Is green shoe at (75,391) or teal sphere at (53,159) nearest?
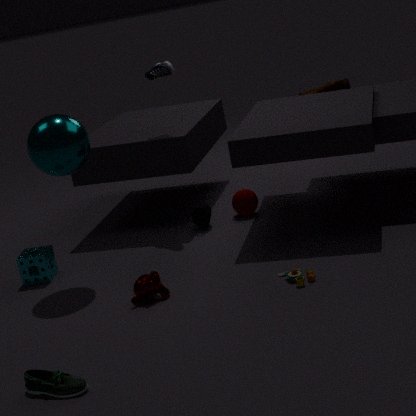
green shoe at (75,391)
